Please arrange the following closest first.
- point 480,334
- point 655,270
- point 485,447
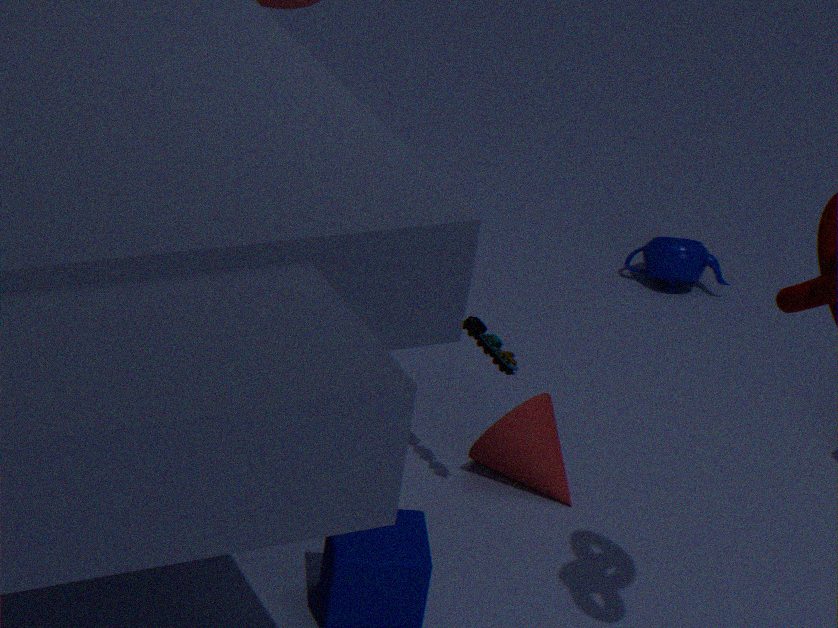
1. point 480,334
2. point 485,447
3. point 655,270
